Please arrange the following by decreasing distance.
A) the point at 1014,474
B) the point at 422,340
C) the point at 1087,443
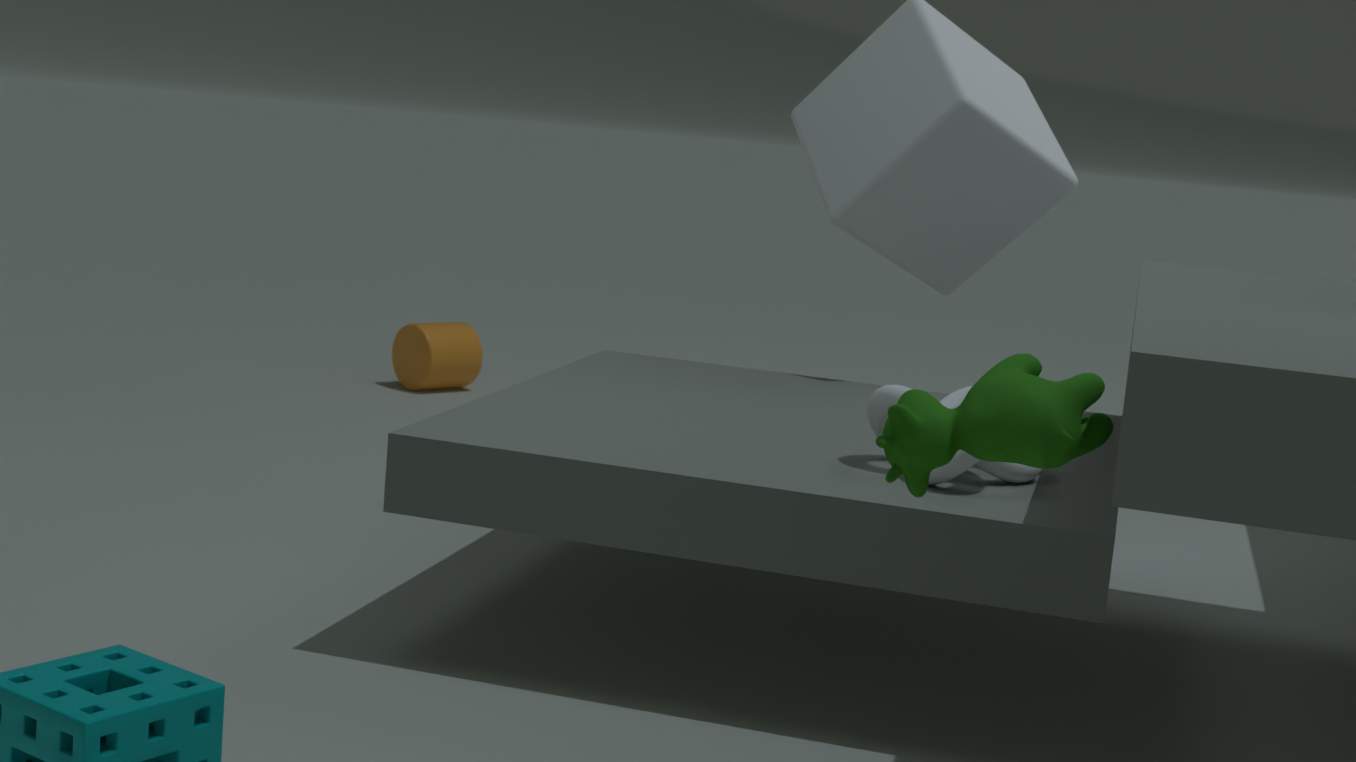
the point at 422,340
the point at 1014,474
the point at 1087,443
